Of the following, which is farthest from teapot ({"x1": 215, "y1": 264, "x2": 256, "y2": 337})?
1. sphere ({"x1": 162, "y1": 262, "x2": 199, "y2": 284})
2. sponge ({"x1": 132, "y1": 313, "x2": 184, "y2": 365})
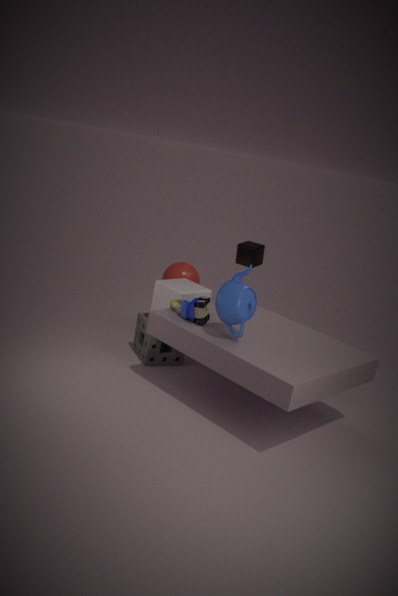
sphere ({"x1": 162, "y1": 262, "x2": 199, "y2": 284})
